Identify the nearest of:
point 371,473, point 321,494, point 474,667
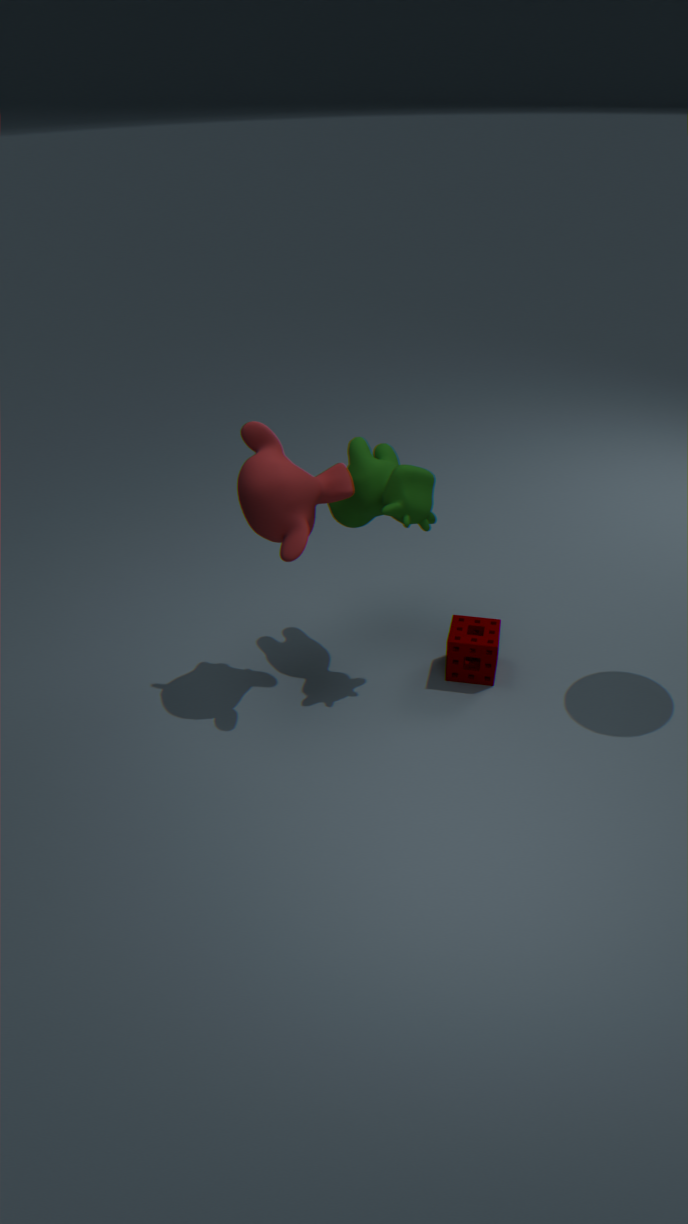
point 321,494
